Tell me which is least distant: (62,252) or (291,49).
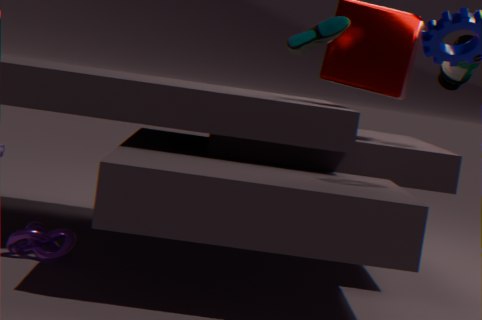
(62,252)
